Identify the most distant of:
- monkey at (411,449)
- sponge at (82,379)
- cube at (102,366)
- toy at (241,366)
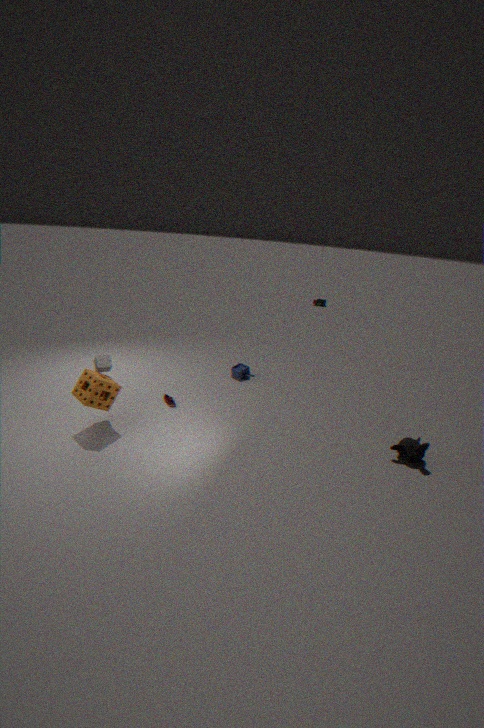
toy at (241,366)
